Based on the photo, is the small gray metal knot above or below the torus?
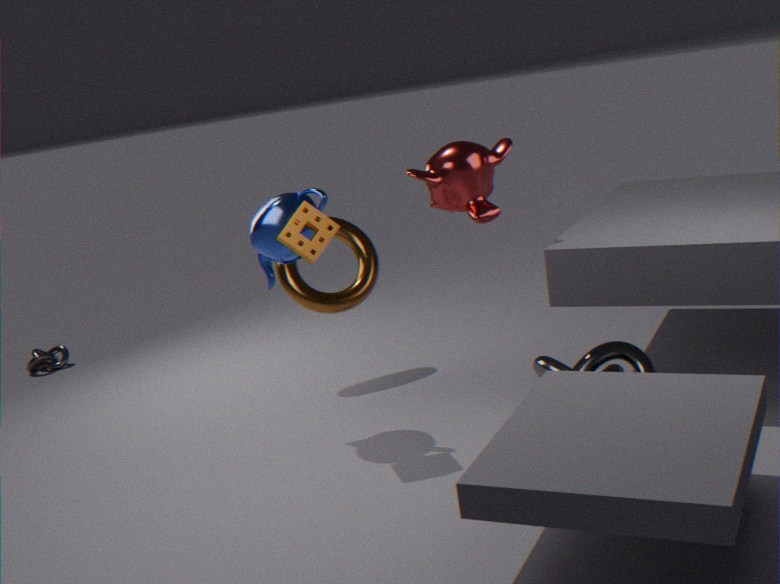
below
